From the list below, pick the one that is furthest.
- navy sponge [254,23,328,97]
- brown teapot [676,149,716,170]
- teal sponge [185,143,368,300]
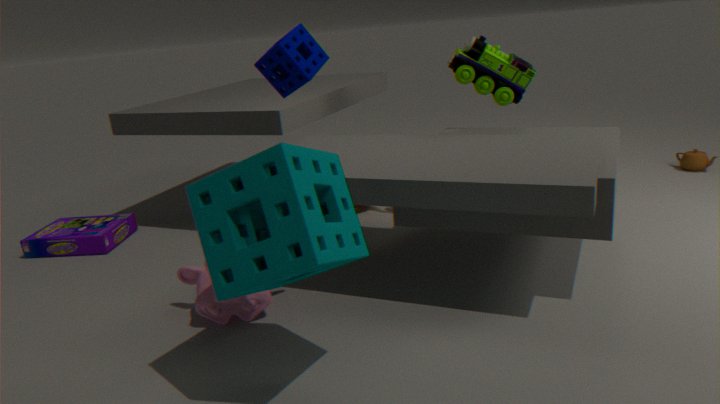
brown teapot [676,149,716,170]
